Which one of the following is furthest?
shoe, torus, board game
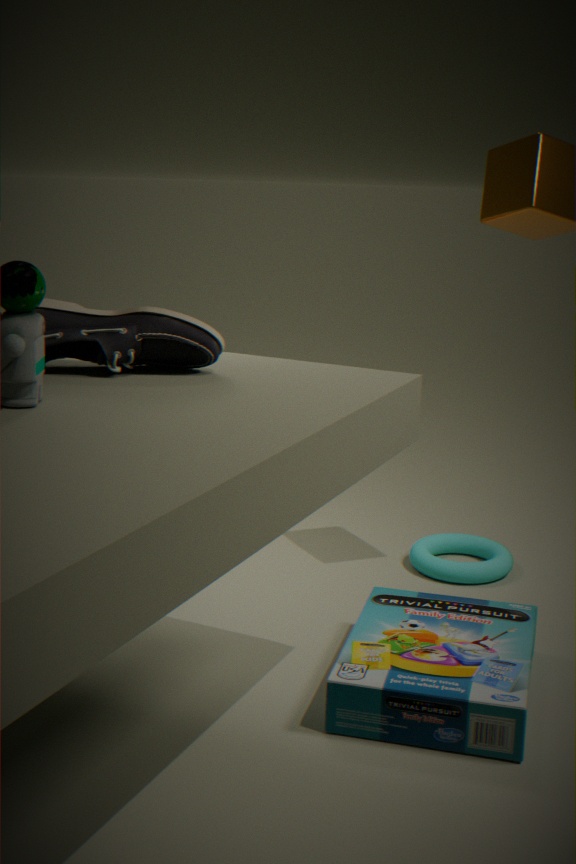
torus
